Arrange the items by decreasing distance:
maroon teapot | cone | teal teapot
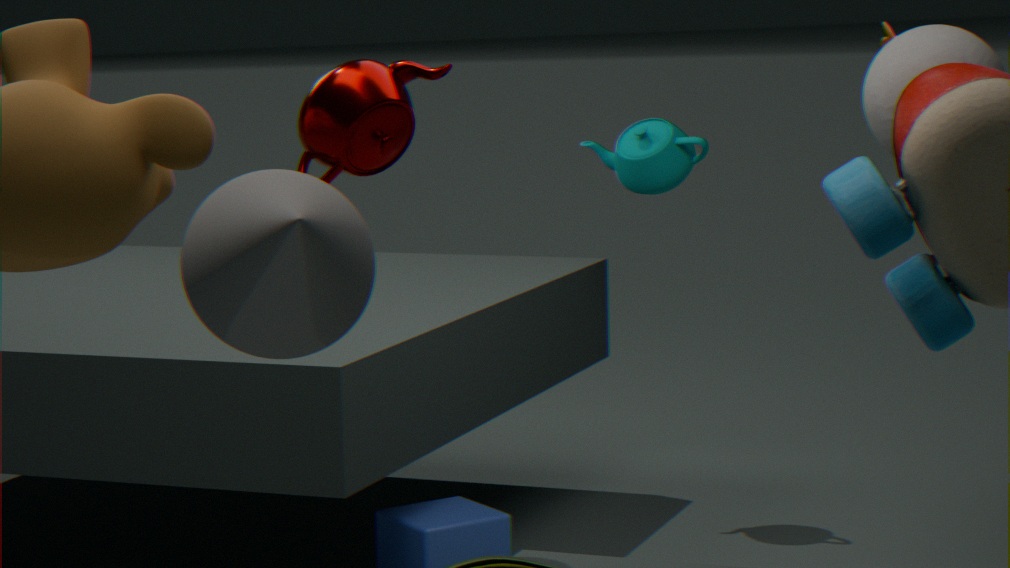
teal teapot < maroon teapot < cone
